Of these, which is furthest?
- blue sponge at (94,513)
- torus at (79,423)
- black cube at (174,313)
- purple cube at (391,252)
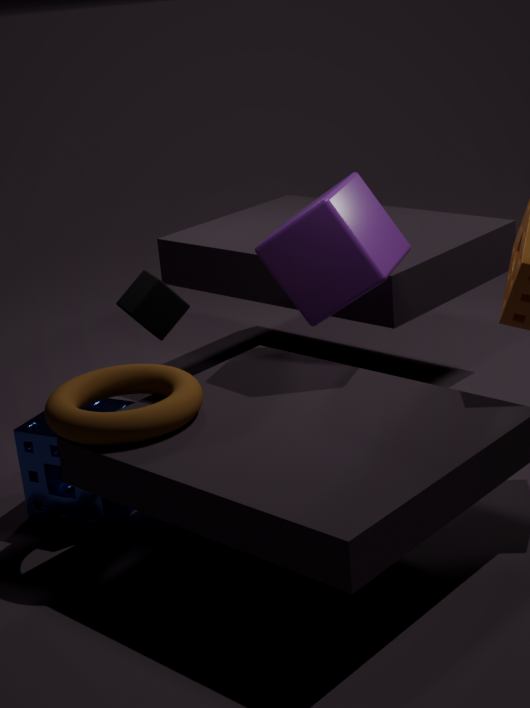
black cube at (174,313)
